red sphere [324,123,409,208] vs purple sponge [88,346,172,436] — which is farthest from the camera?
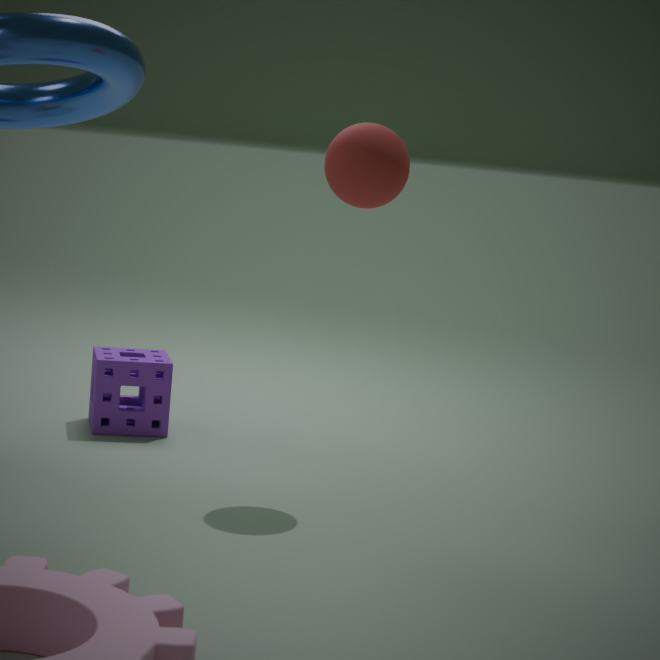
purple sponge [88,346,172,436]
